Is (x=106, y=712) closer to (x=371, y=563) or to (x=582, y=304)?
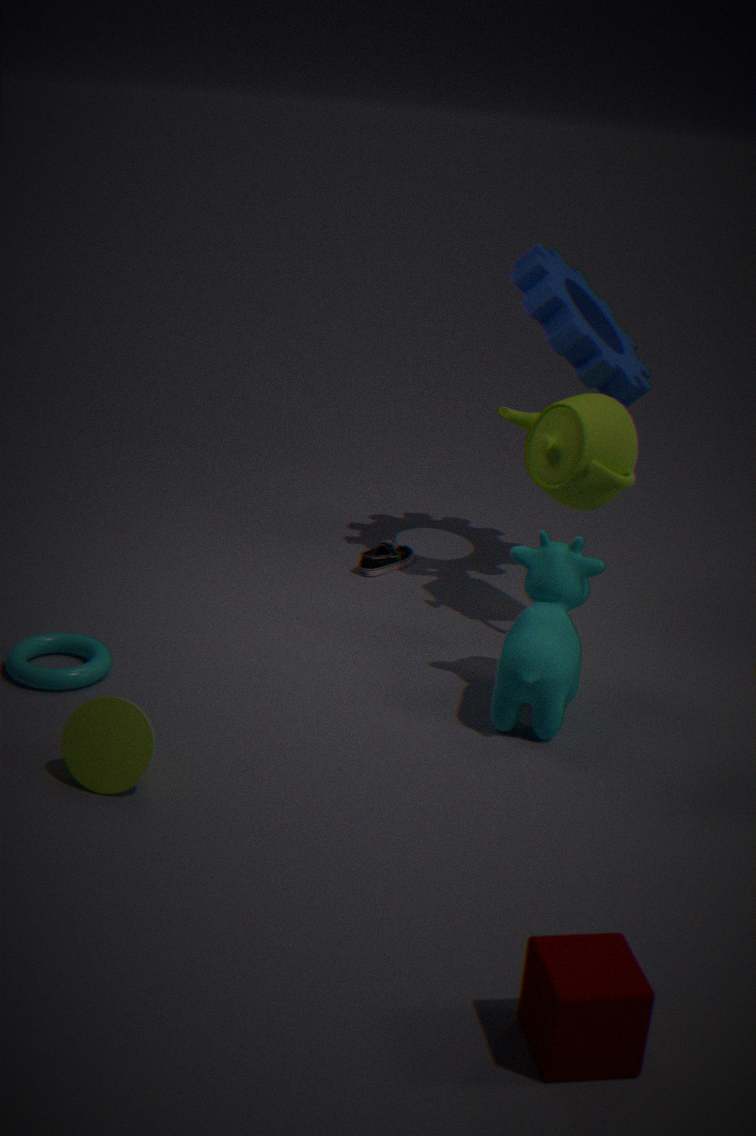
(x=371, y=563)
